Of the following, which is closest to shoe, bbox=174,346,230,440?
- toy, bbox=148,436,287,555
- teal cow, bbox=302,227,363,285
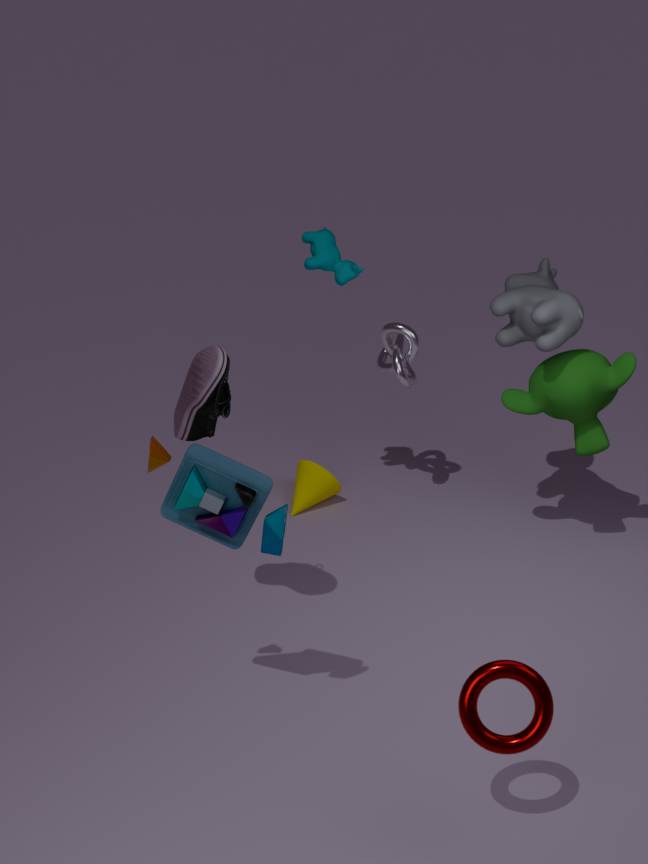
toy, bbox=148,436,287,555
